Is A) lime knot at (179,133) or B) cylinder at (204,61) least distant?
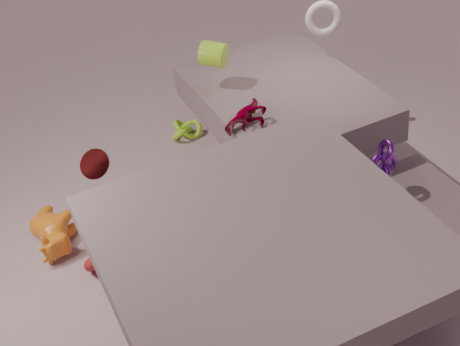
B. cylinder at (204,61)
